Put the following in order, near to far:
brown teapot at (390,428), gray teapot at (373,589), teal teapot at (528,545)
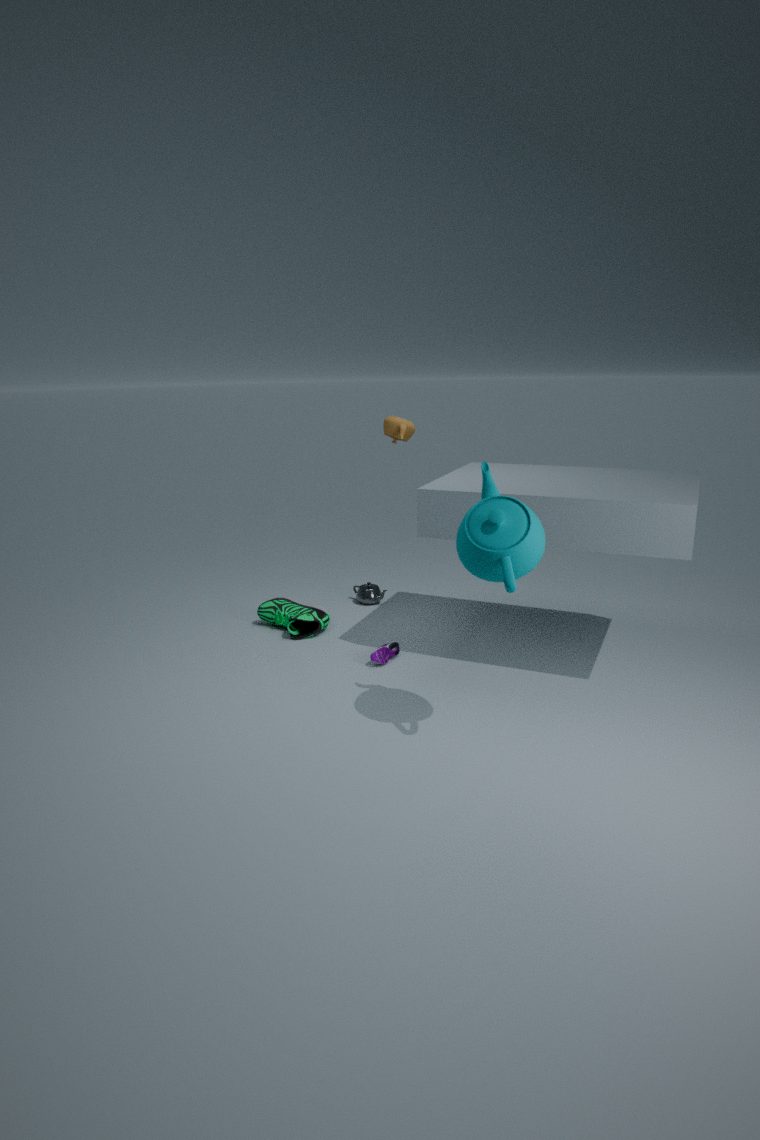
teal teapot at (528,545) < brown teapot at (390,428) < gray teapot at (373,589)
